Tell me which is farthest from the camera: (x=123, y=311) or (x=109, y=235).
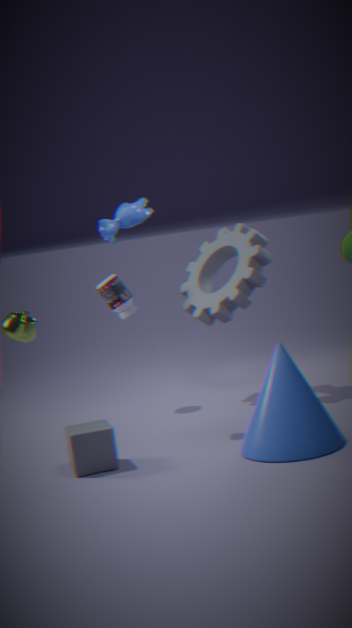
(x=123, y=311)
